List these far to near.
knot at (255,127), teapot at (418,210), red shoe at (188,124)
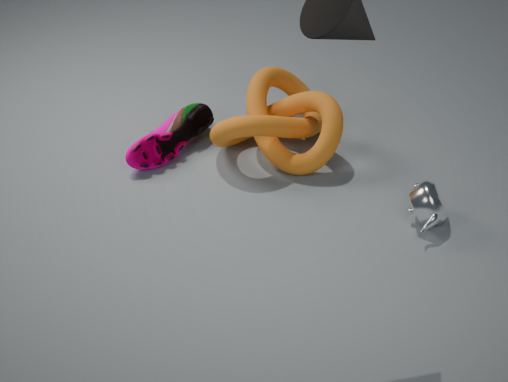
1. red shoe at (188,124)
2. knot at (255,127)
3. teapot at (418,210)
